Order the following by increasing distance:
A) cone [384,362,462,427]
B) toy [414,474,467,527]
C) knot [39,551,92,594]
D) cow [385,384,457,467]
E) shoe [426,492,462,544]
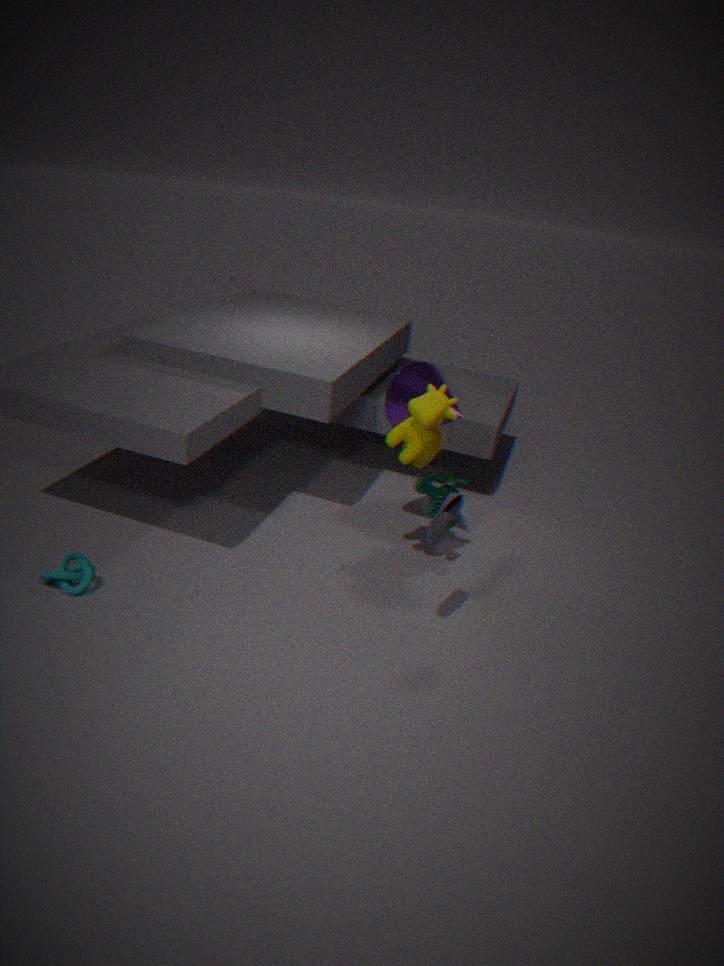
shoe [426,492,462,544] < cow [385,384,457,467] < knot [39,551,92,594] < toy [414,474,467,527] < cone [384,362,462,427]
